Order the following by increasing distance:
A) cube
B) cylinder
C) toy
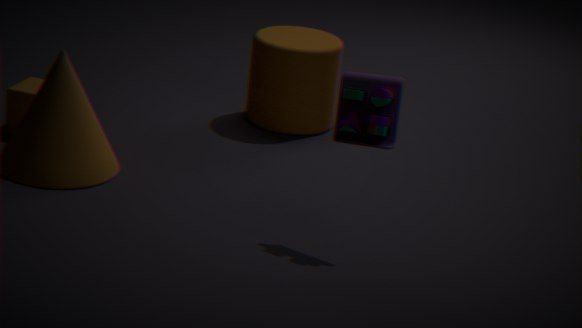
toy
cube
cylinder
